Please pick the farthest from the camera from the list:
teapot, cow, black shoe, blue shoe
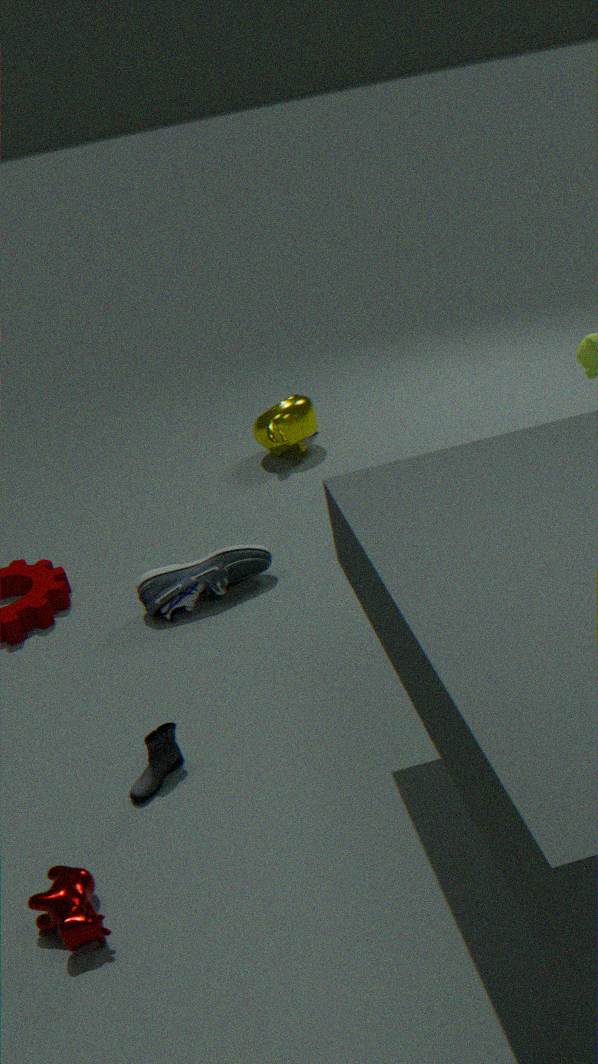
teapot
